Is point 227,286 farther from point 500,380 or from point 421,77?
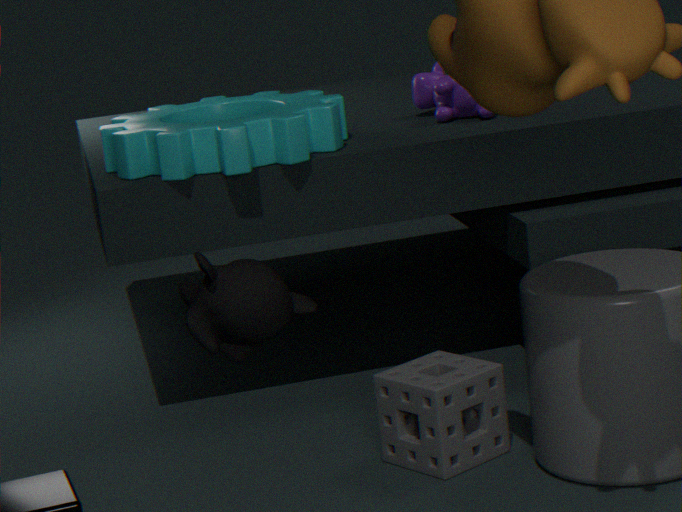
point 421,77
